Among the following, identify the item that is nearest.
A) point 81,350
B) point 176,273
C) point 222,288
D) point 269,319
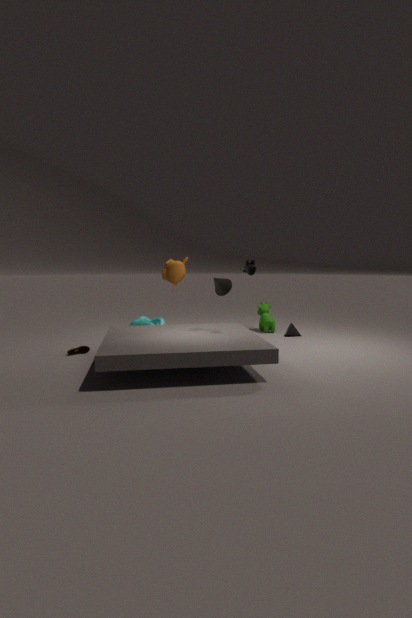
point 222,288
